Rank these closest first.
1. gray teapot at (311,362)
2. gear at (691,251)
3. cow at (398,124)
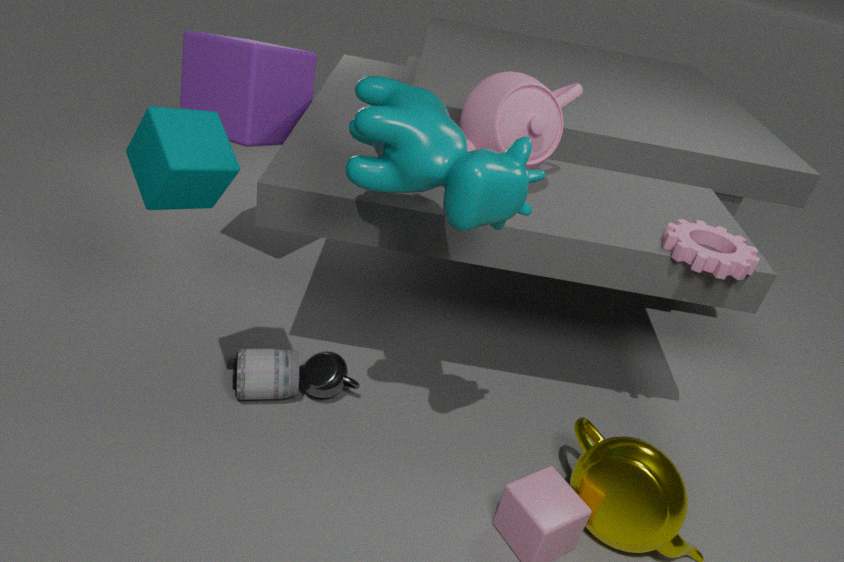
1. cow at (398,124)
2. gear at (691,251)
3. gray teapot at (311,362)
